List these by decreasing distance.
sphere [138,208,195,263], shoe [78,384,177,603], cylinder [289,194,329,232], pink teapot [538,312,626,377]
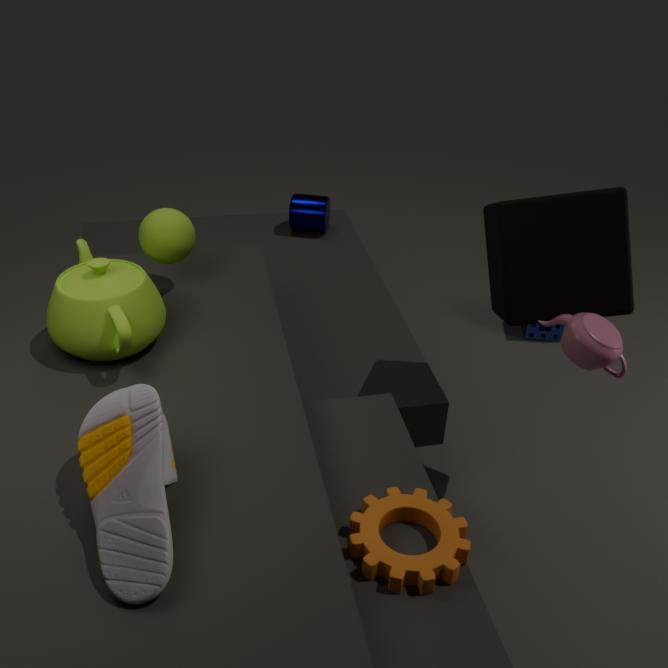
cylinder [289,194,329,232], sphere [138,208,195,263], pink teapot [538,312,626,377], shoe [78,384,177,603]
